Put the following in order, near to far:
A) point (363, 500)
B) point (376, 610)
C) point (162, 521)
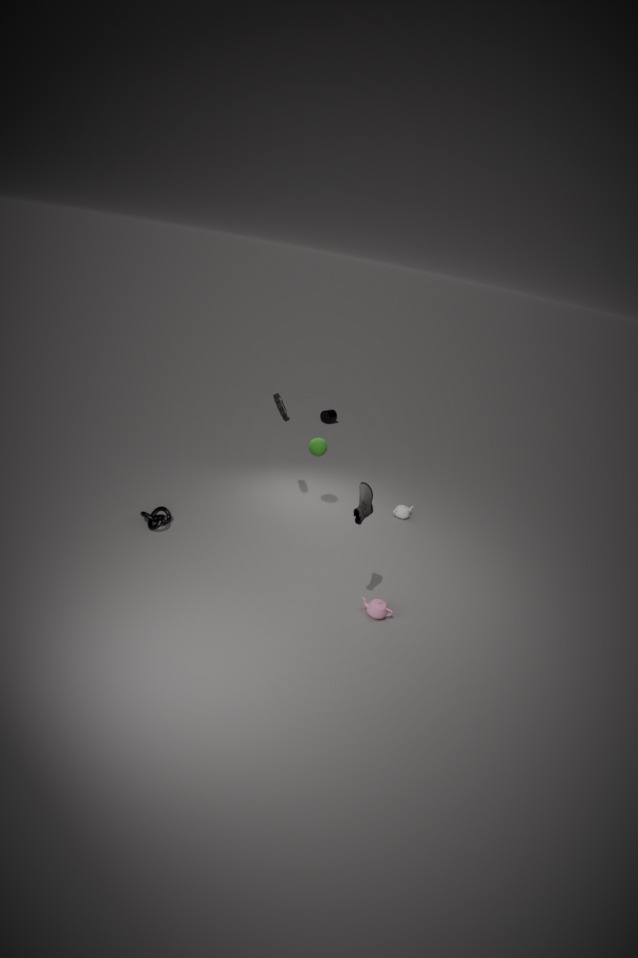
point (363, 500), point (376, 610), point (162, 521)
